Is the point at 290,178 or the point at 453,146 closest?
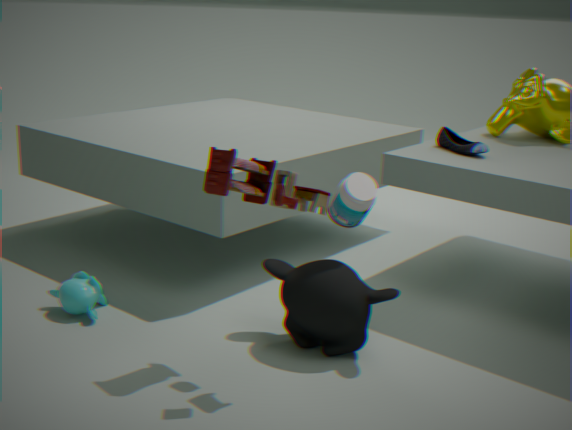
the point at 290,178
